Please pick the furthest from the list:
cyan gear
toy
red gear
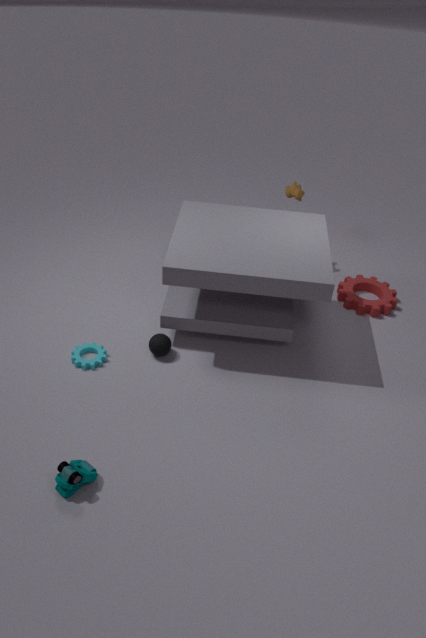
red gear
